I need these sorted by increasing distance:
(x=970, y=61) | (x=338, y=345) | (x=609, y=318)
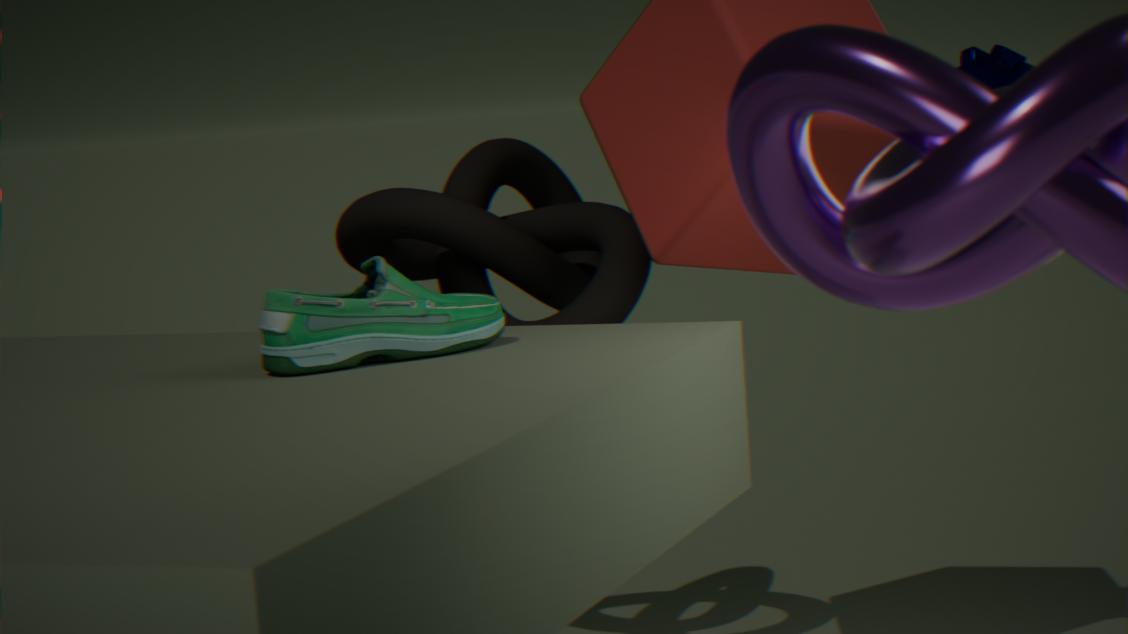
1. (x=338, y=345)
2. (x=970, y=61)
3. (x=609, y=318)
